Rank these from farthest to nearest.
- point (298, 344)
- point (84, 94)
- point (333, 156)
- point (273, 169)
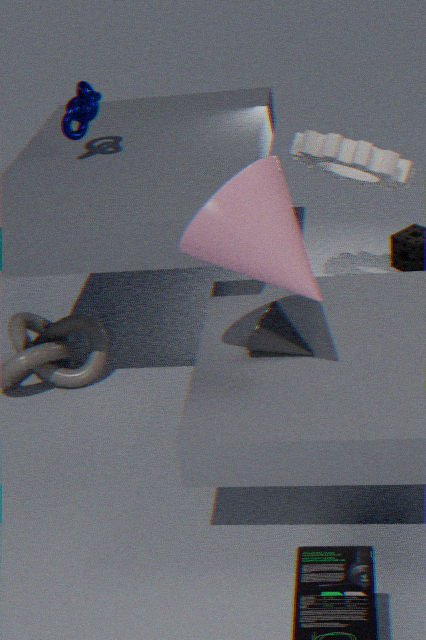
point (84, 94), point (333, 156), point (298, 344), point (273, 169)
